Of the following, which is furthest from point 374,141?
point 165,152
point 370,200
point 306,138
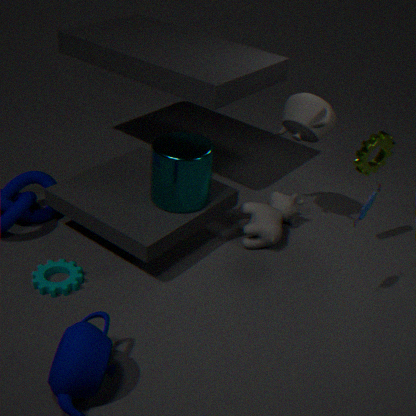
point 165,152
